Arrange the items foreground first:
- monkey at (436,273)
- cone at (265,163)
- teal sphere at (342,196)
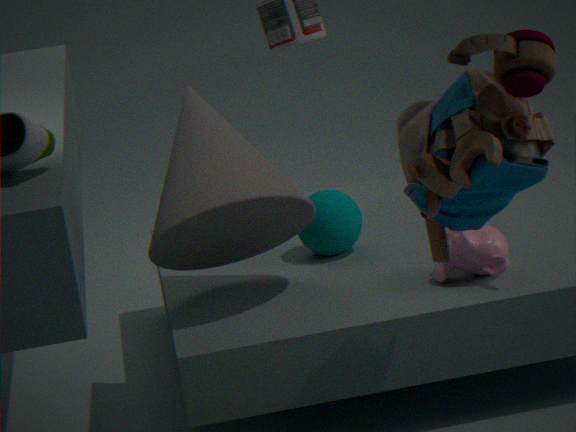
cone at (265,163)
monkey at (436,273)
teal sphere at (342,196)
